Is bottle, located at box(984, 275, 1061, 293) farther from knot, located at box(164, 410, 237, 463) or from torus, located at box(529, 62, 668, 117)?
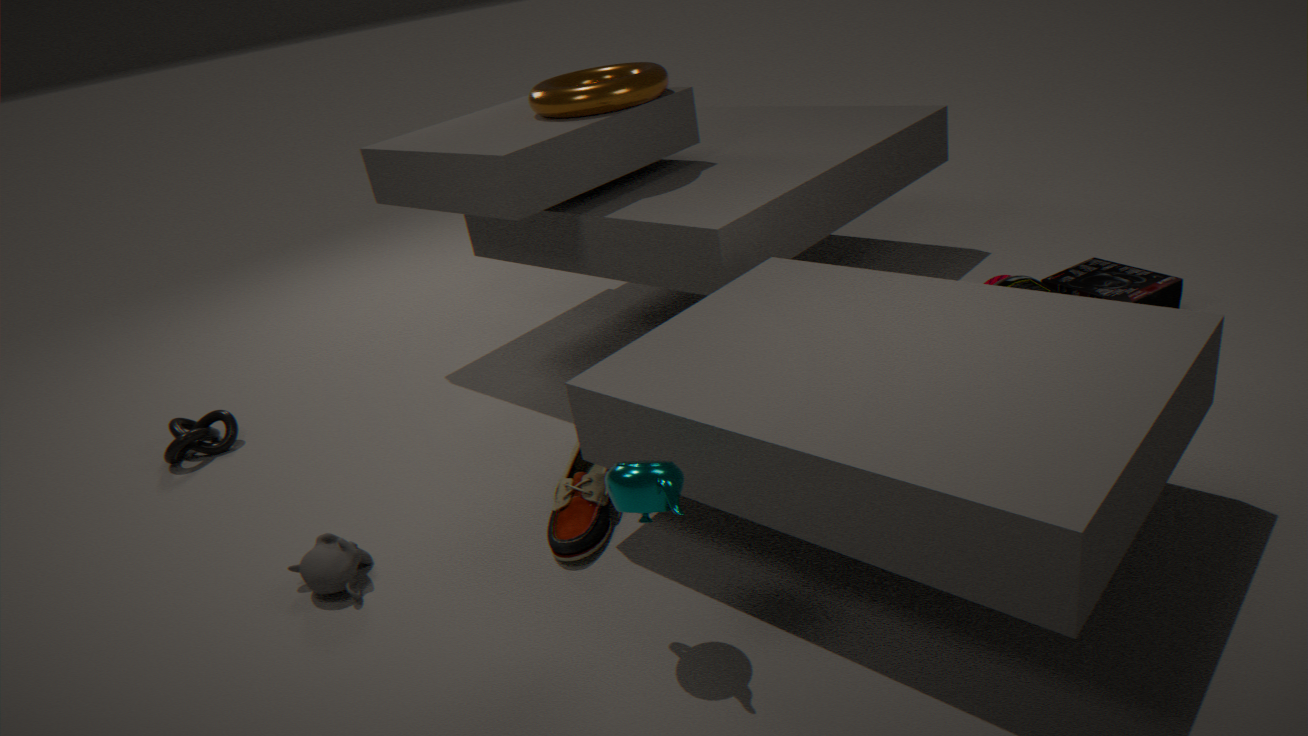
knot, located at box(164, 410, 237, 463)
